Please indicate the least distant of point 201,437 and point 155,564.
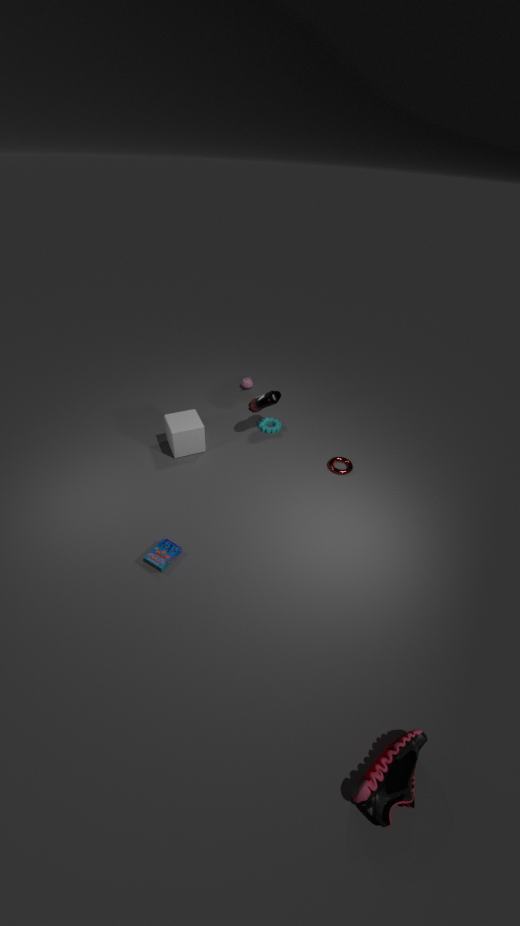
point 155,564
